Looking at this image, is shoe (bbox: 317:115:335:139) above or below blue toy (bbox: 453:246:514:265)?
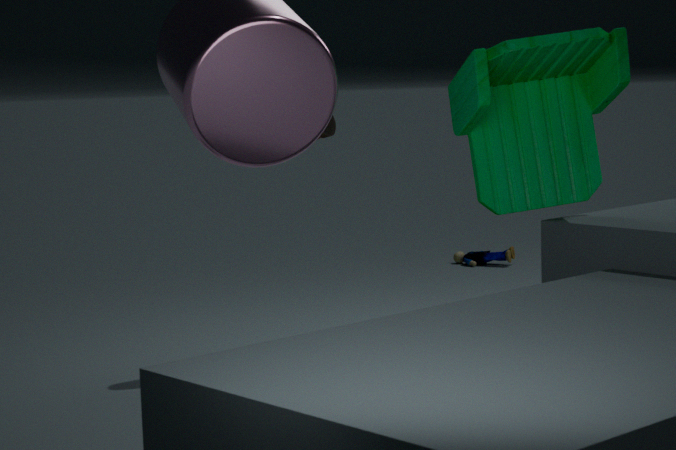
above
